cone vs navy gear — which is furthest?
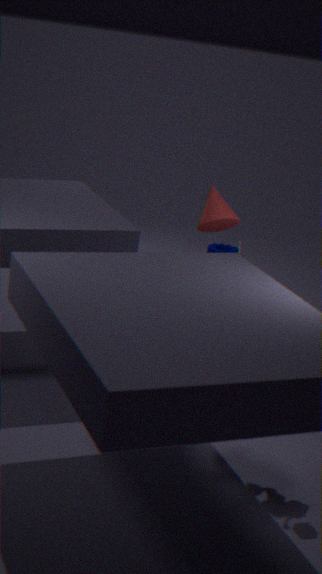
navy gear
